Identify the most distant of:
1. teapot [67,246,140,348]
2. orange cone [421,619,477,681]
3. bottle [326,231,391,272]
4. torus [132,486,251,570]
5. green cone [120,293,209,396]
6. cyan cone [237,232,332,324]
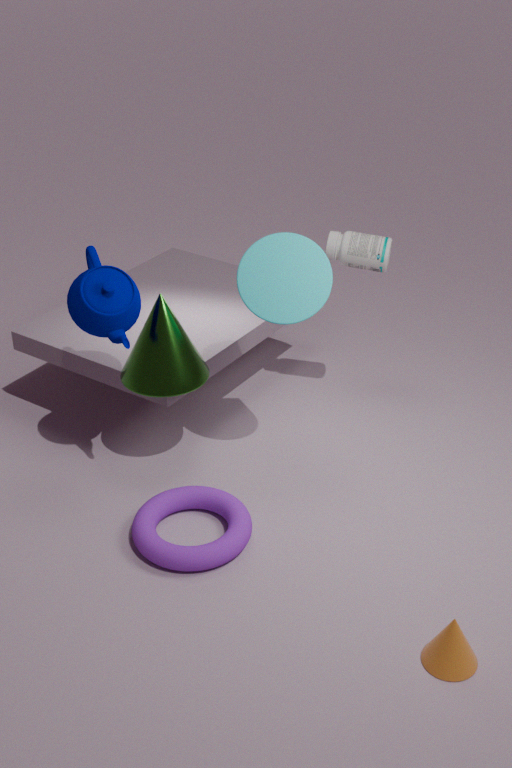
bottle [326,231,391,272]
